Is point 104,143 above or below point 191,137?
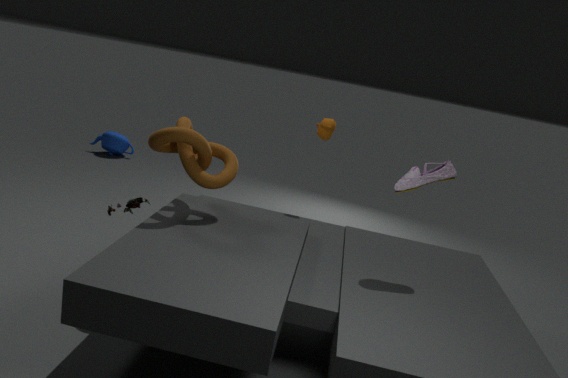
below
